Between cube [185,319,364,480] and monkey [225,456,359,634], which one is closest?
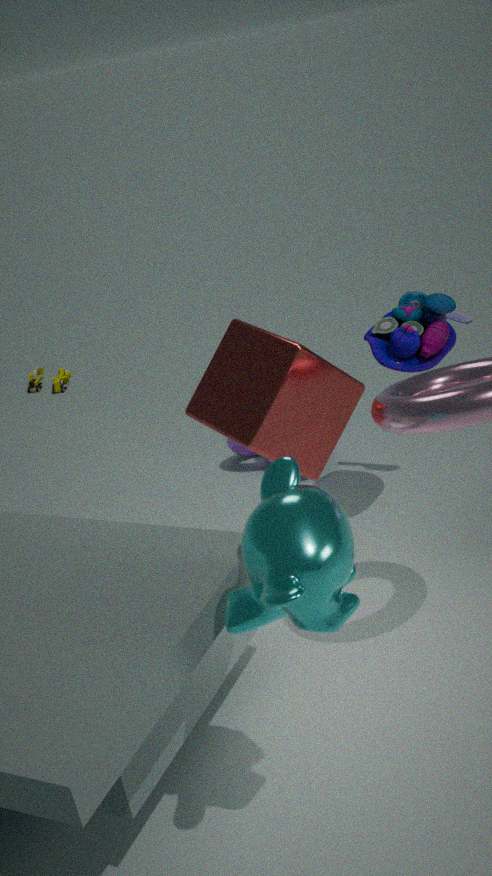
monkey [225,456,359,634]
